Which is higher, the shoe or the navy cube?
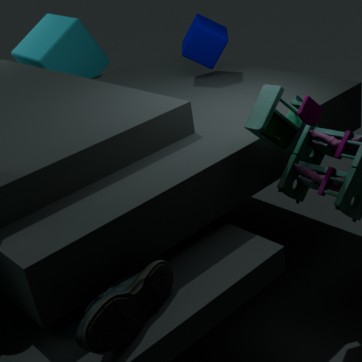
the navy cube
